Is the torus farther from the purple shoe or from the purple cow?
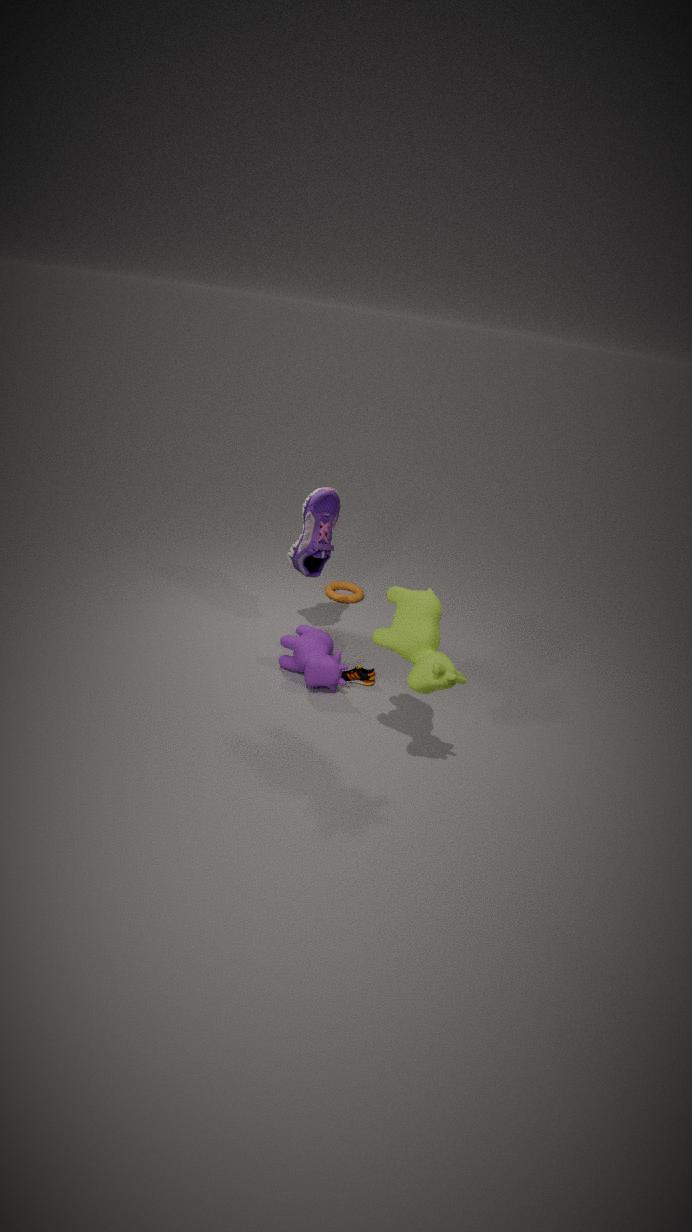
the purple cow
